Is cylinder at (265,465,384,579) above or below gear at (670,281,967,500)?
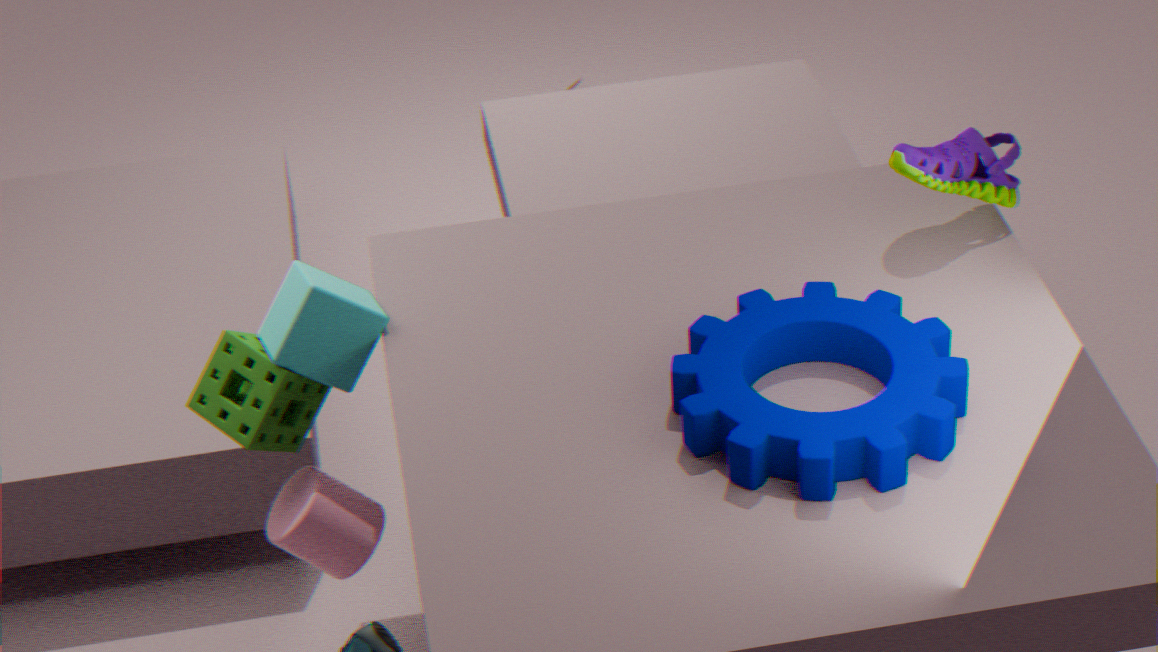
below
